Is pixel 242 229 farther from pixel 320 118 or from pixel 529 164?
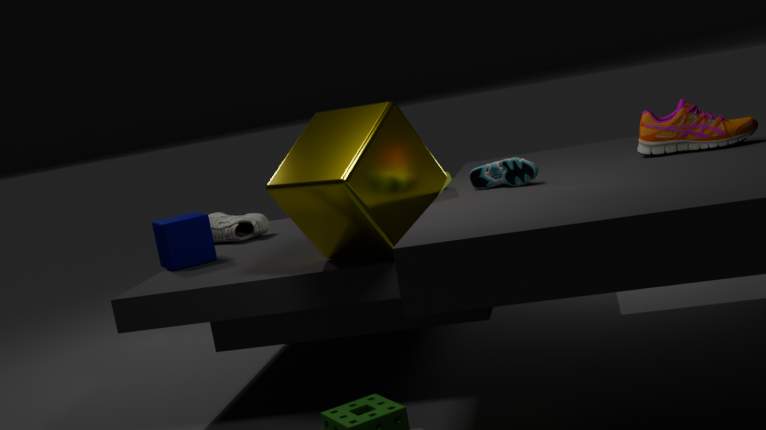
pixel 529 164
